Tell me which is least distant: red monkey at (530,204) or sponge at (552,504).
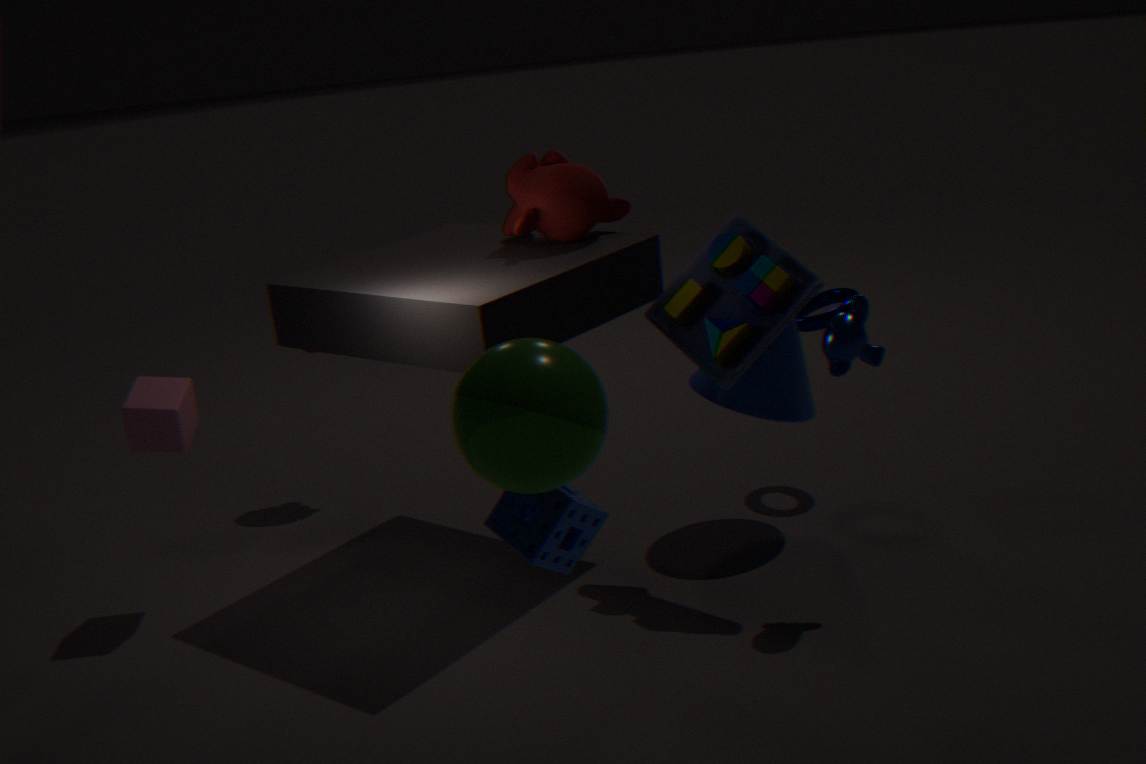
sponge at (552,504)
